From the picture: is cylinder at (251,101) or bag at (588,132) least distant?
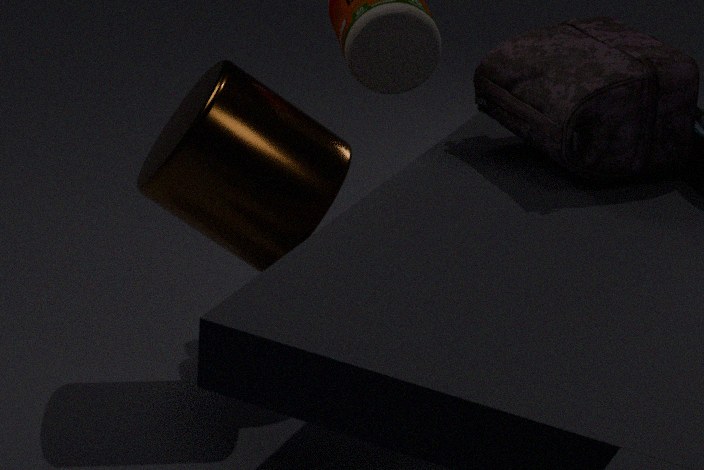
cylinder at (251,101)
